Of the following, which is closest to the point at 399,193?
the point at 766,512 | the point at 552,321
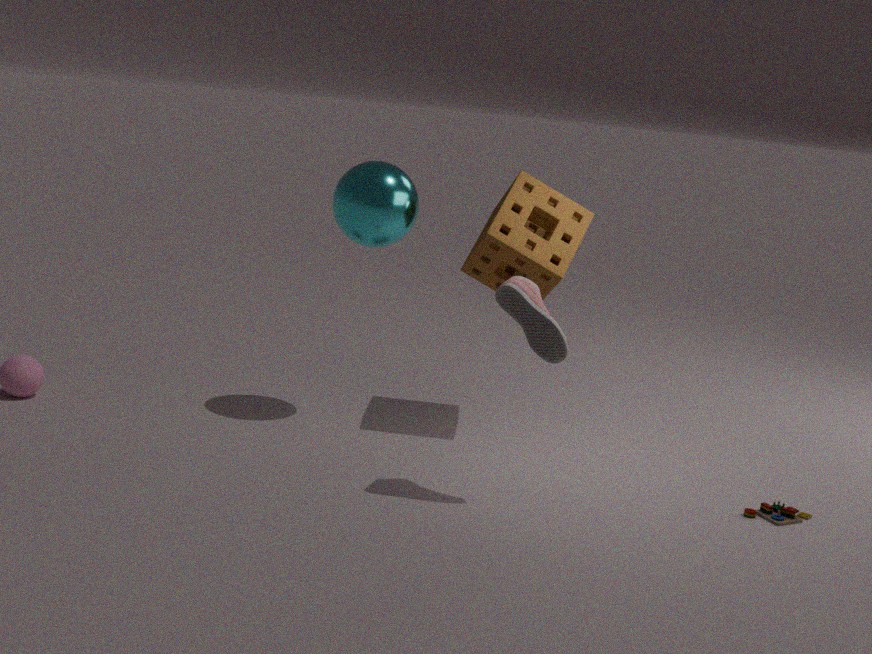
the point at 552,321
